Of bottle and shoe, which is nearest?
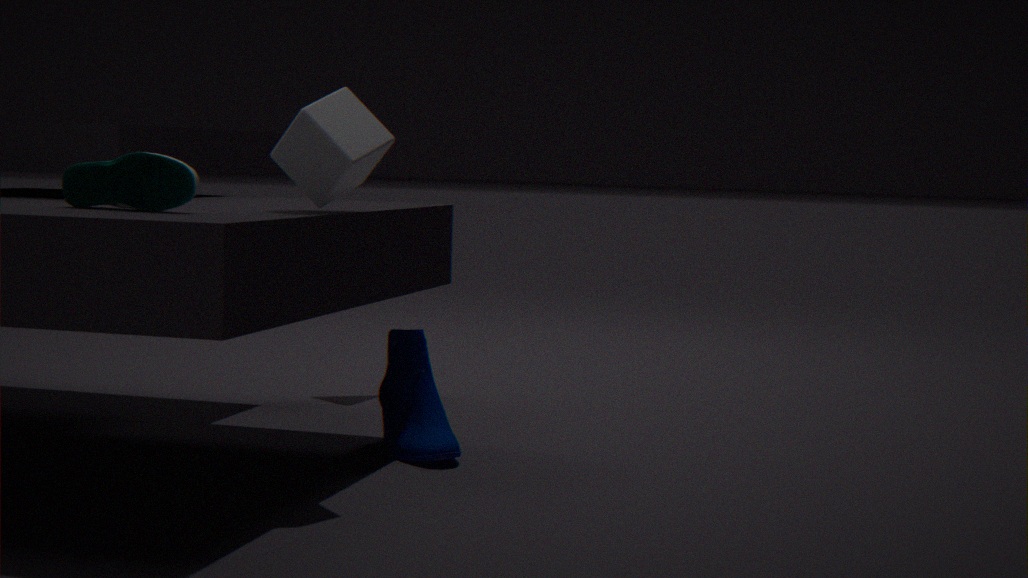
bottle
